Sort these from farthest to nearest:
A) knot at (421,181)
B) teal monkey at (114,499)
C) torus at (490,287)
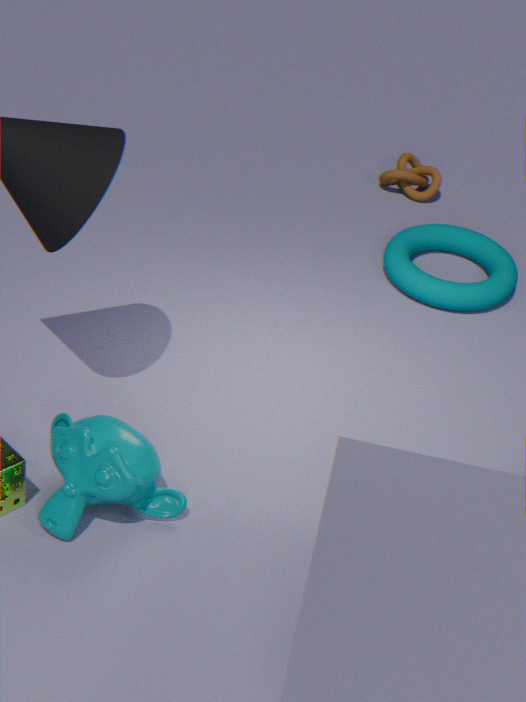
1. knot at (421,181)
2. torus at (490,287)
3. teal monkey at (114,499)
